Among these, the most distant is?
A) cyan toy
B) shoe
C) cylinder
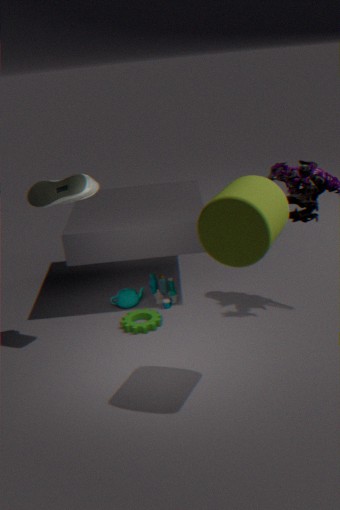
cyan toy
